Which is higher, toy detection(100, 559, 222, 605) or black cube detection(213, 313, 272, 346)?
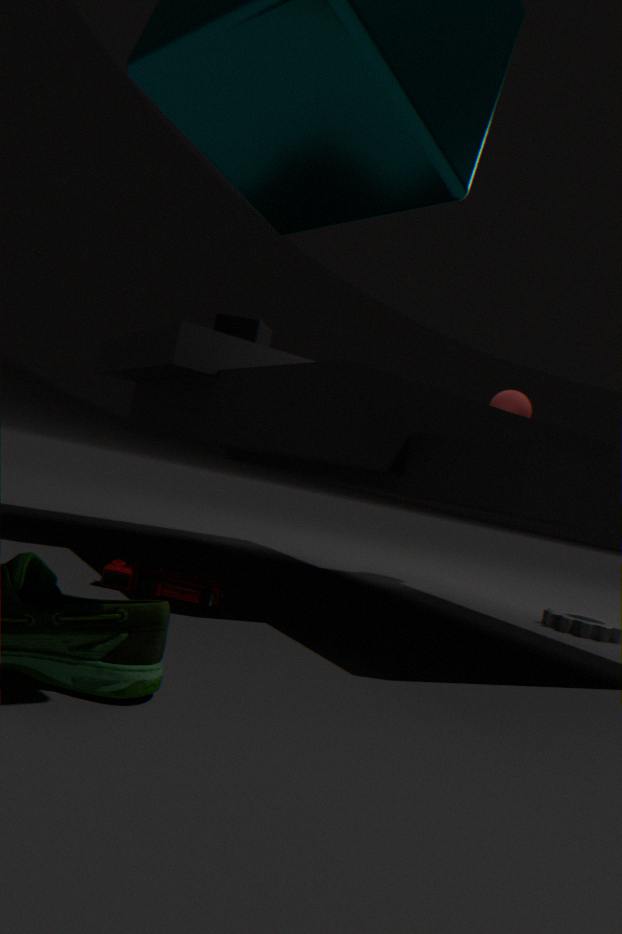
black cube detection(213, 313, 272, 346)
